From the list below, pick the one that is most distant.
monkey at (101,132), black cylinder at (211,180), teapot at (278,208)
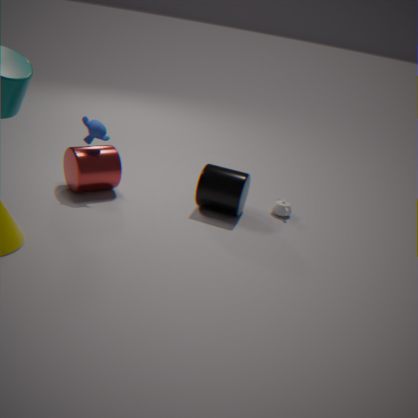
teapot at (278,208)
